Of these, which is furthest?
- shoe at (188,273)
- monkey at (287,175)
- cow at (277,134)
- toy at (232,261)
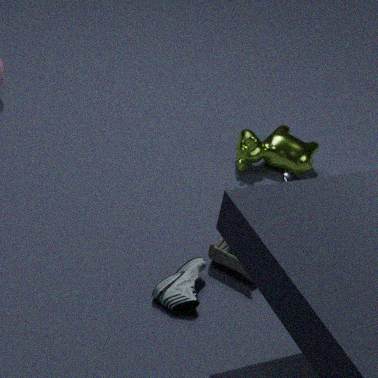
cow at (277,134)
